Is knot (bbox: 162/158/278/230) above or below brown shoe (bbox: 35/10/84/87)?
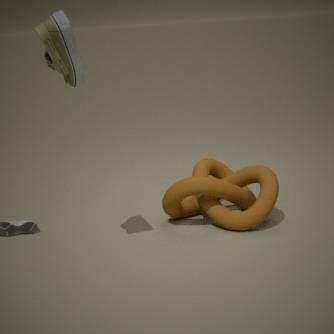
below
